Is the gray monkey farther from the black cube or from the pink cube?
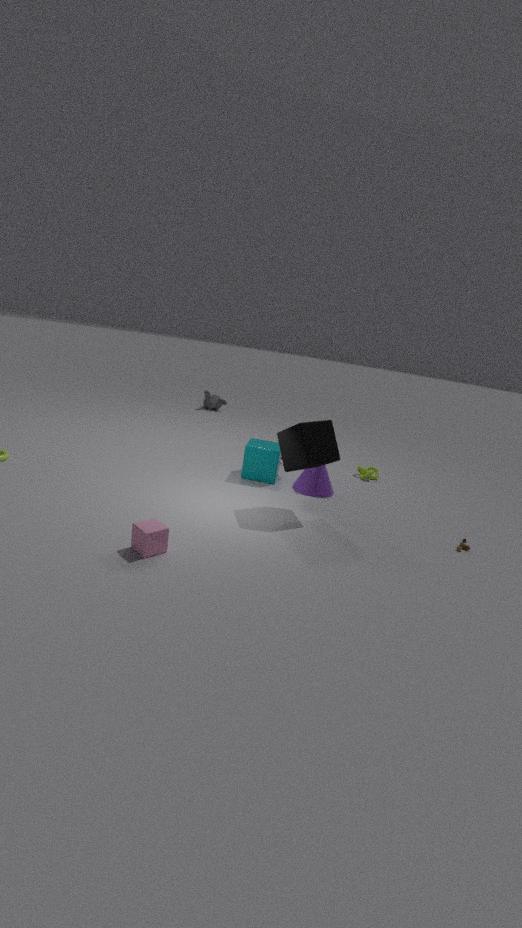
the pink cube
